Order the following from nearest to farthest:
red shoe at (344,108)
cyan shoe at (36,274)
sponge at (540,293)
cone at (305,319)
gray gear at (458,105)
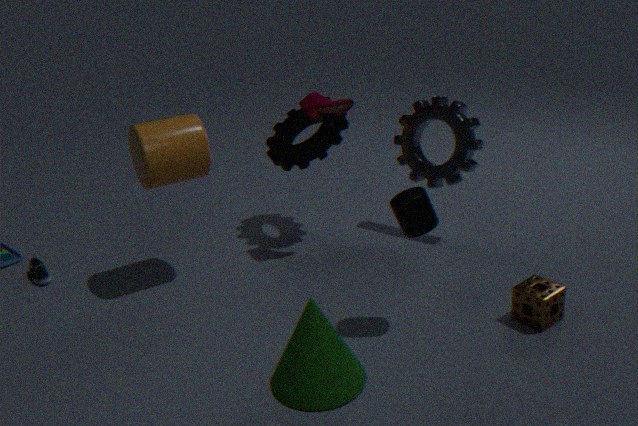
1. cone at (305,319)
2. sponge at (540,293)
3. red shoe at (344,108)
4. gray gear at (458,105)
5. cyan shoe at (36,274)
